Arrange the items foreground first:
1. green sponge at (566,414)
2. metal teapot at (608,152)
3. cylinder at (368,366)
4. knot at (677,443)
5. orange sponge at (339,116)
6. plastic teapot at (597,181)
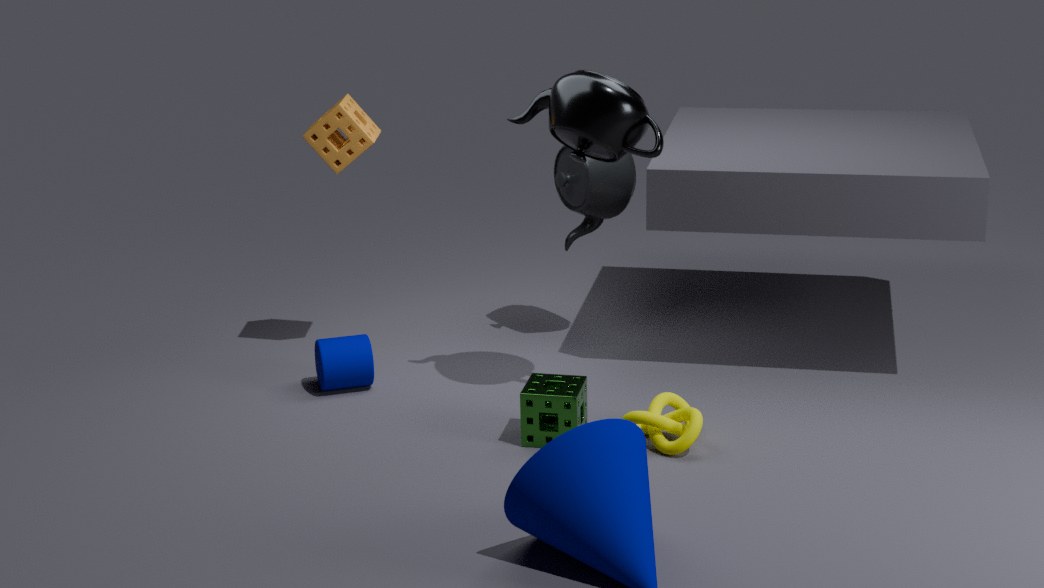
knot at (677,443) → metal teapot at (608,152) → green sponge at (566,414) → cylinder at (368,366) → orange sponge at (339,116) → plastic teapot at (597,181)
